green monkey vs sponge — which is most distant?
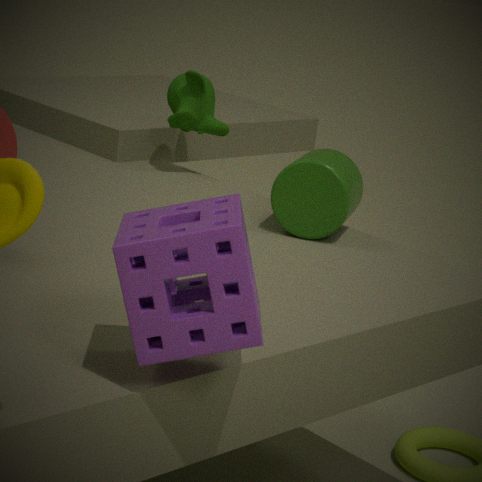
green monkey
